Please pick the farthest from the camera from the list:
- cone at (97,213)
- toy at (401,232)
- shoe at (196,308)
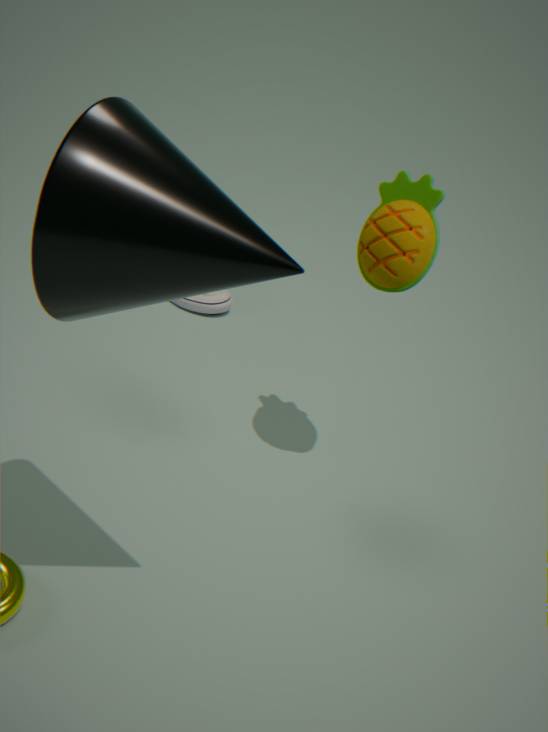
shoe at (196,308)
